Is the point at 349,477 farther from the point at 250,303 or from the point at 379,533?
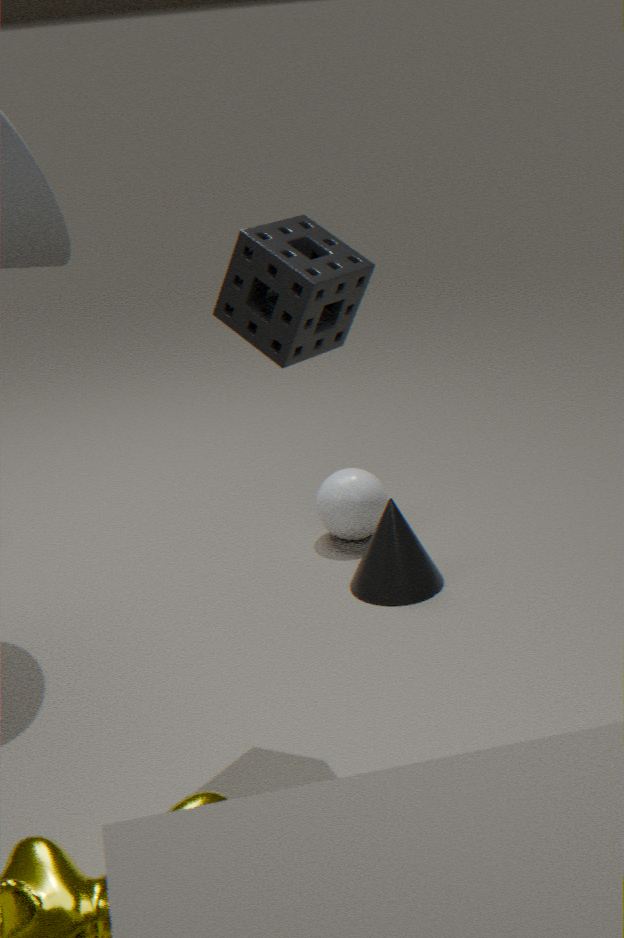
the point at 250,303
